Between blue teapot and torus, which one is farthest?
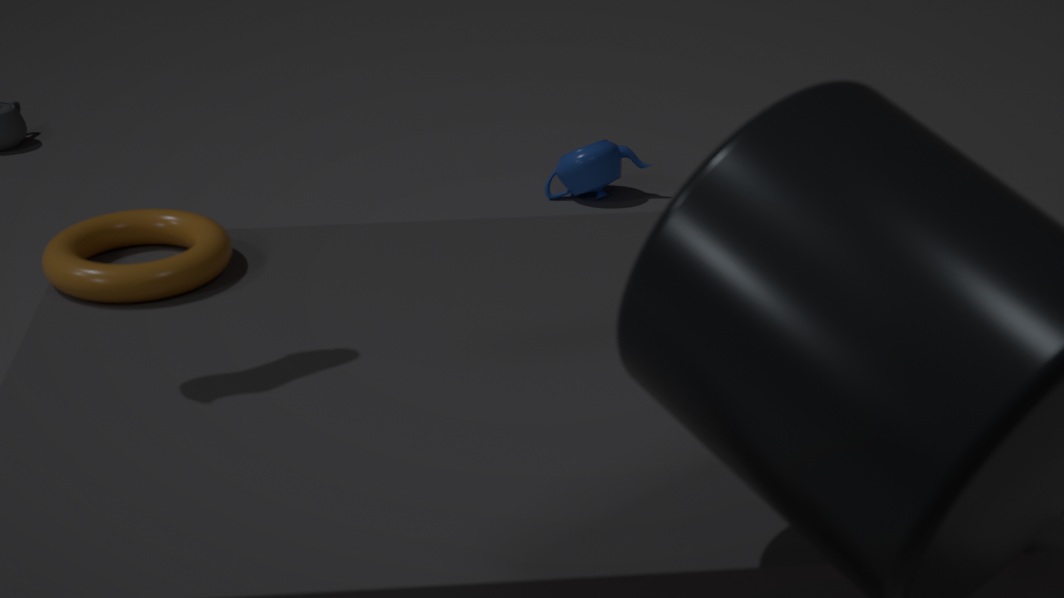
blue teapot
